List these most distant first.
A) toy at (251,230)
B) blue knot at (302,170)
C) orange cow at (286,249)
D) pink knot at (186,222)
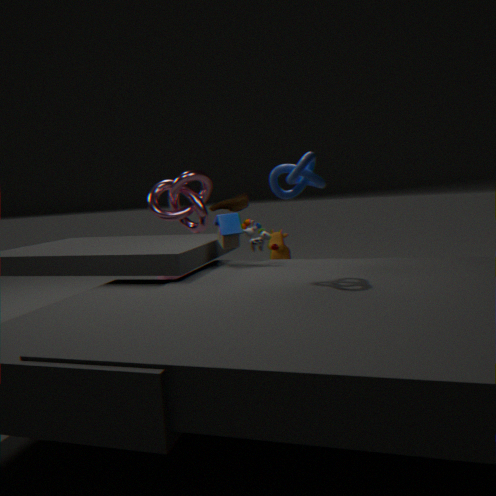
orange cow at (286,249), pink knot at (186,222), toy at (251,230), blue knot at (302,170)
